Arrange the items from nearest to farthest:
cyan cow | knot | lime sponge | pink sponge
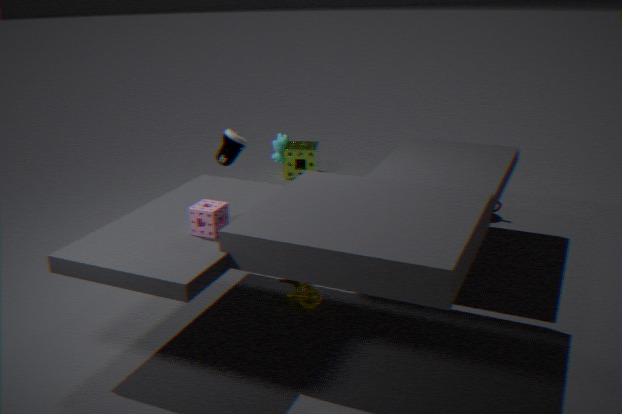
pink sponge < knot < cyan cow < lime sponge
